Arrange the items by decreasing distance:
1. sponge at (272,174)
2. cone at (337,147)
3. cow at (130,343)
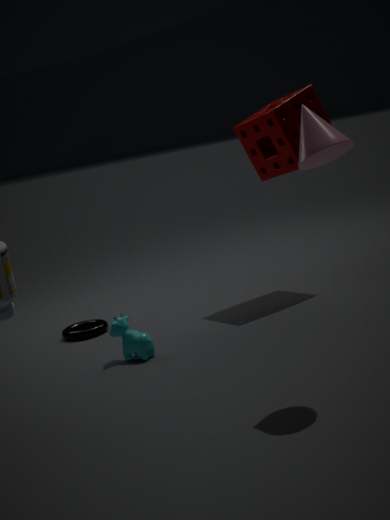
sponge at (272,174)
cow at (130,343)
cone at (337,147)
